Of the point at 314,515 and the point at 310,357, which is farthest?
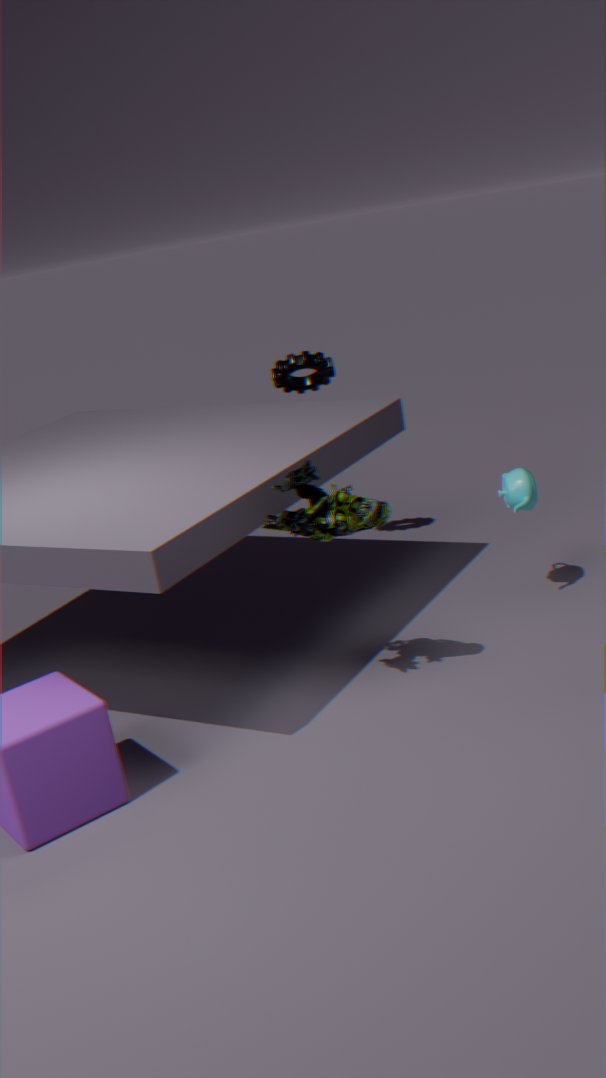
the point at 310,357
